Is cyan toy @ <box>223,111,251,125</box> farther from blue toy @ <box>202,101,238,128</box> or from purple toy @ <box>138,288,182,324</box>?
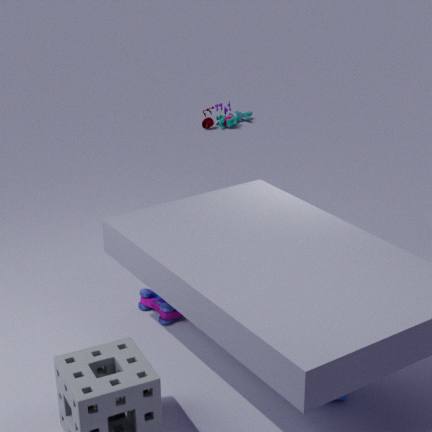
purple toy @ <box>138,288,182,324</box>
